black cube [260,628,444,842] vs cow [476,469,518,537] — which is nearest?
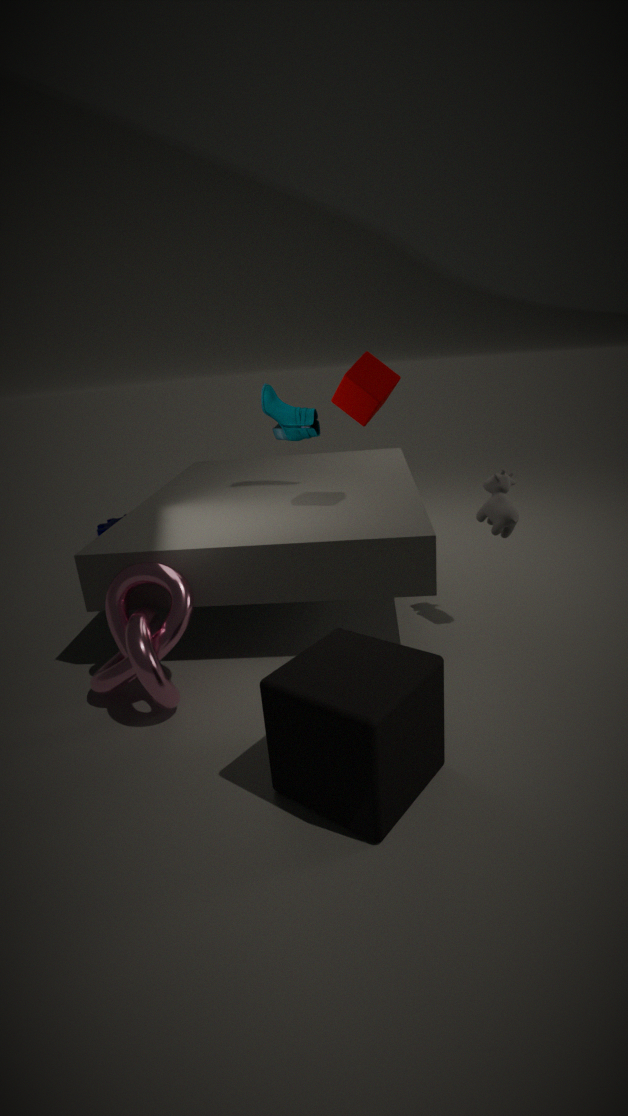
black cube [260,628,444,842]
